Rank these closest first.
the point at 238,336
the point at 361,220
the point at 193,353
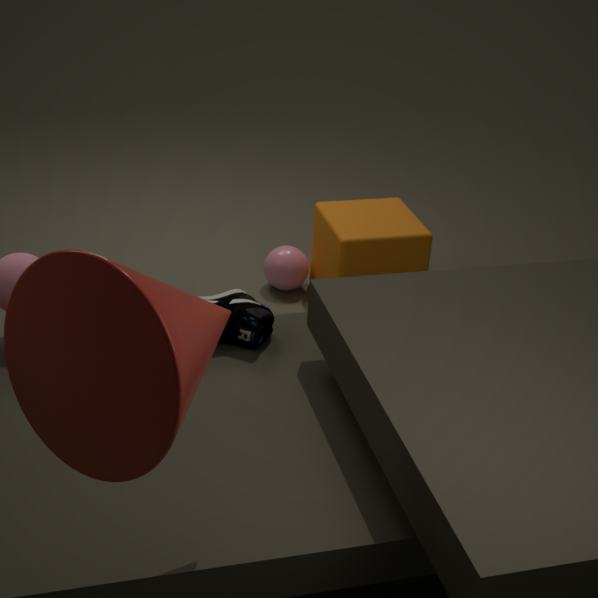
the point at 193,353 → the point at 238,336 → the point at 361,220
